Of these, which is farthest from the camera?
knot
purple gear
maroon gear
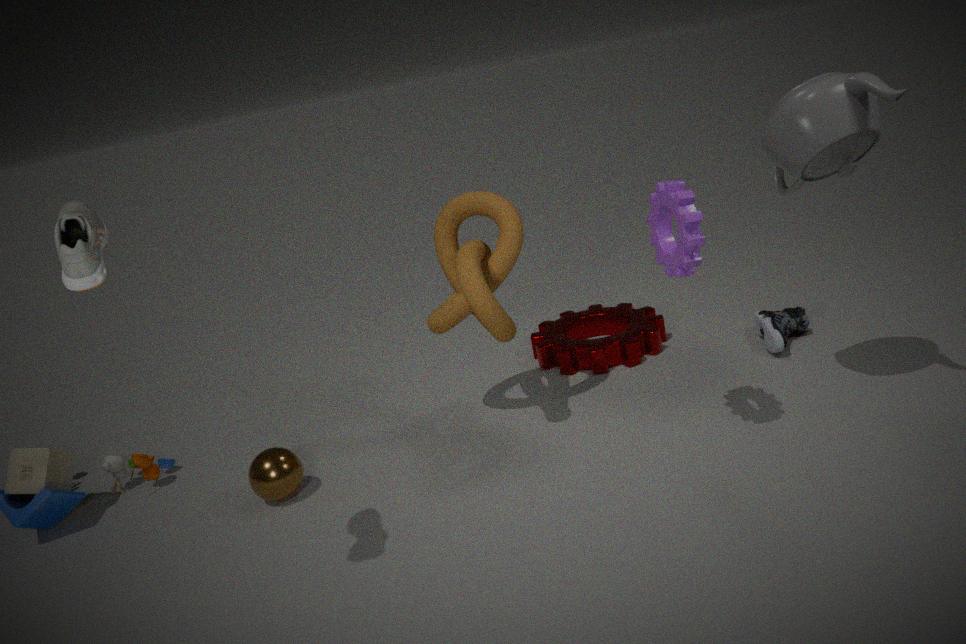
maroon gear
